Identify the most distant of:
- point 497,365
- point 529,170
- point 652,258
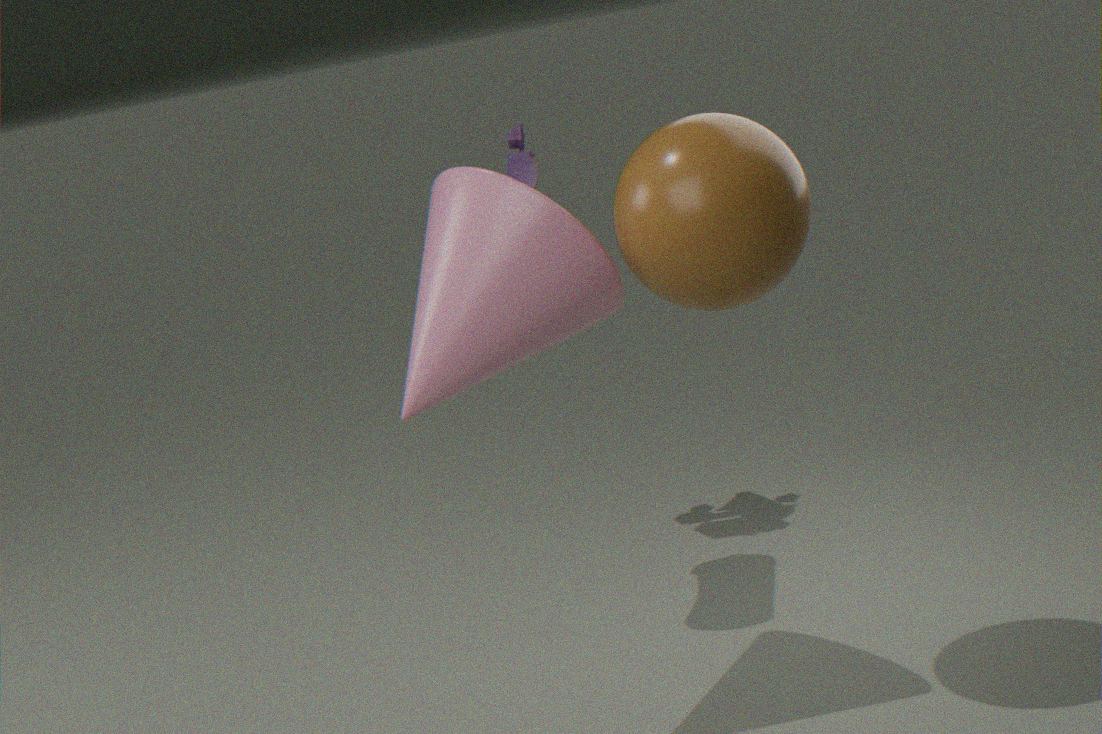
point 529,170
